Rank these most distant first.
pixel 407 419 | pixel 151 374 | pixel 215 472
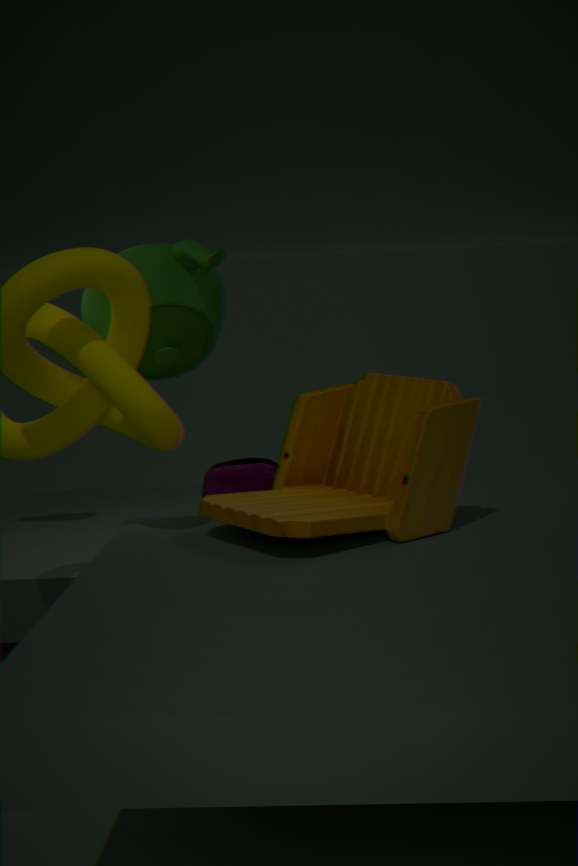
pixel 215 472 < pixel 151 374 < pixel 407 419
